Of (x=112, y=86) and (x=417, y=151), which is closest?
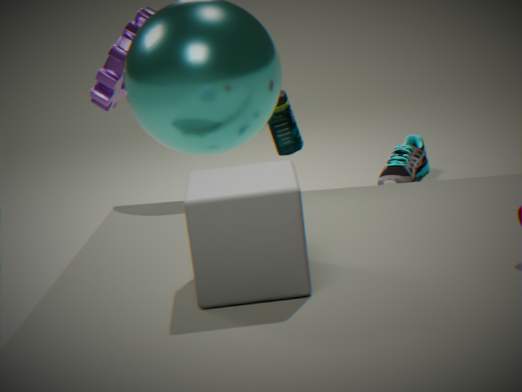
(x=112, y=86)
